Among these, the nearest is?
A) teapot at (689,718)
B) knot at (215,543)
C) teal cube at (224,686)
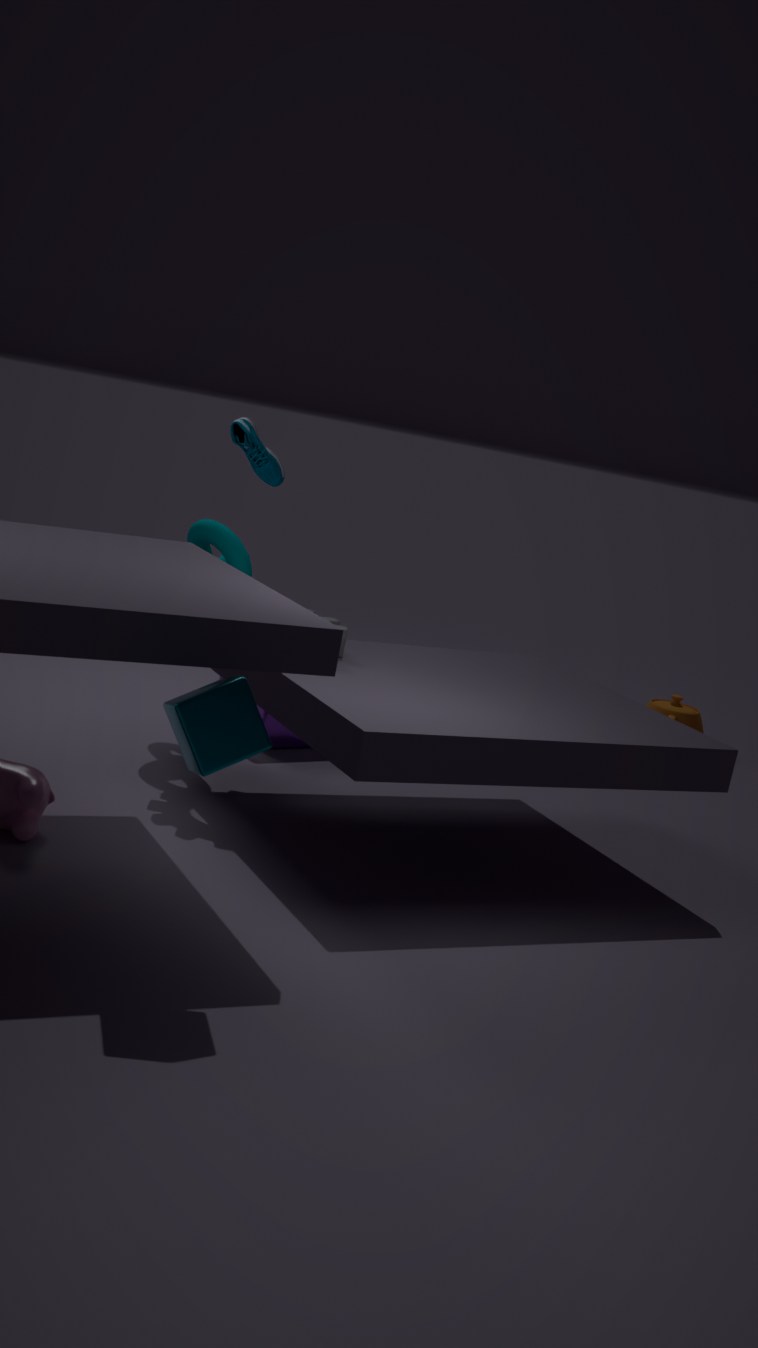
teal cube at (224,686)
